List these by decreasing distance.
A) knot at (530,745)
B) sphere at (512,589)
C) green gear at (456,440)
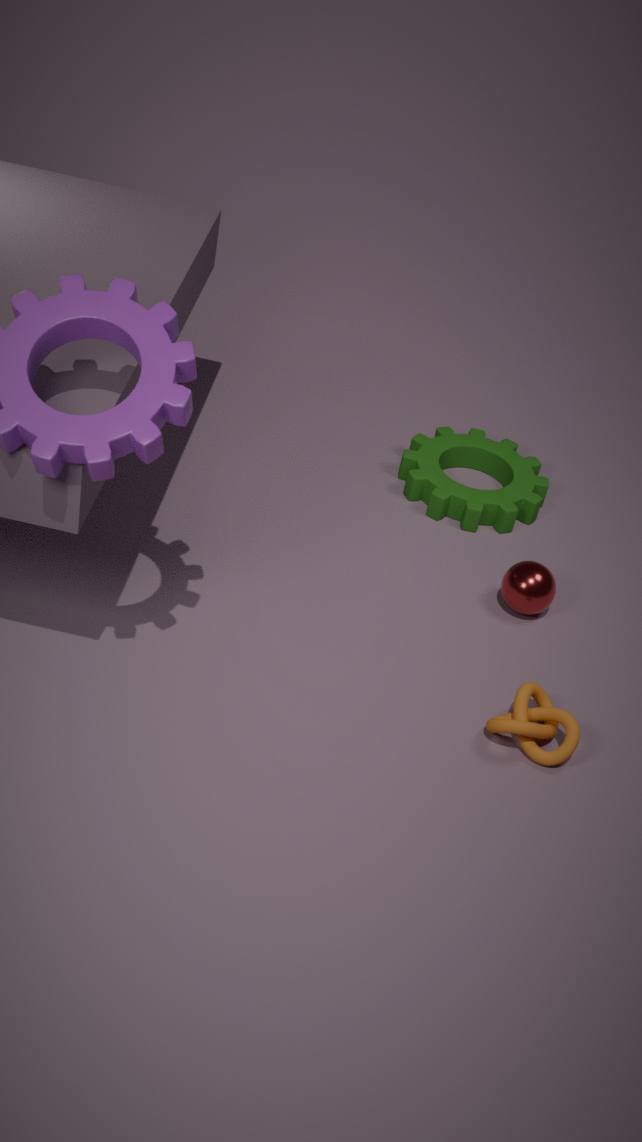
C. green gear at (456,440), B. sphere at (512,589), A. knot at (530,745)
